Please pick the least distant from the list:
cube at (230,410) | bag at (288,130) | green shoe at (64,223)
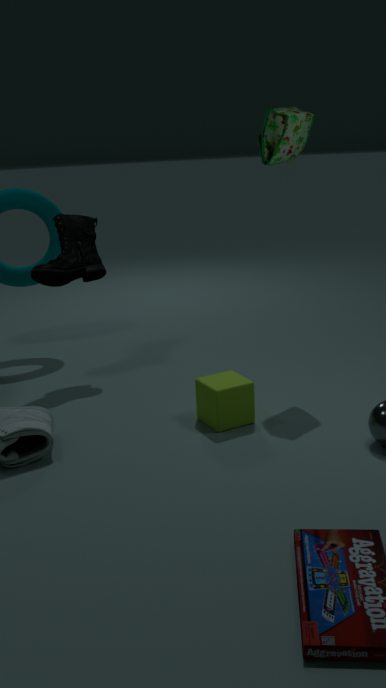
cube at (230,410)
